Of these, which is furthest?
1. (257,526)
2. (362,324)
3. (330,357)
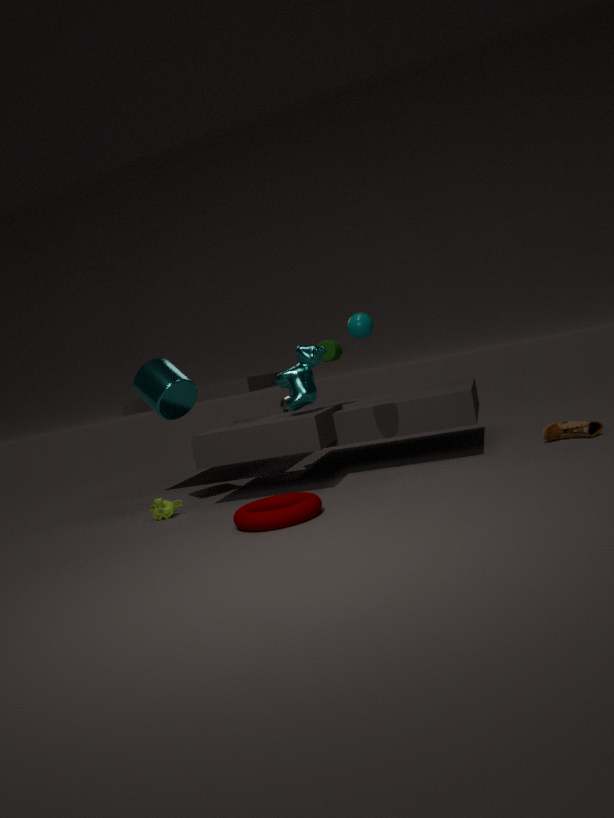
(330,357)
